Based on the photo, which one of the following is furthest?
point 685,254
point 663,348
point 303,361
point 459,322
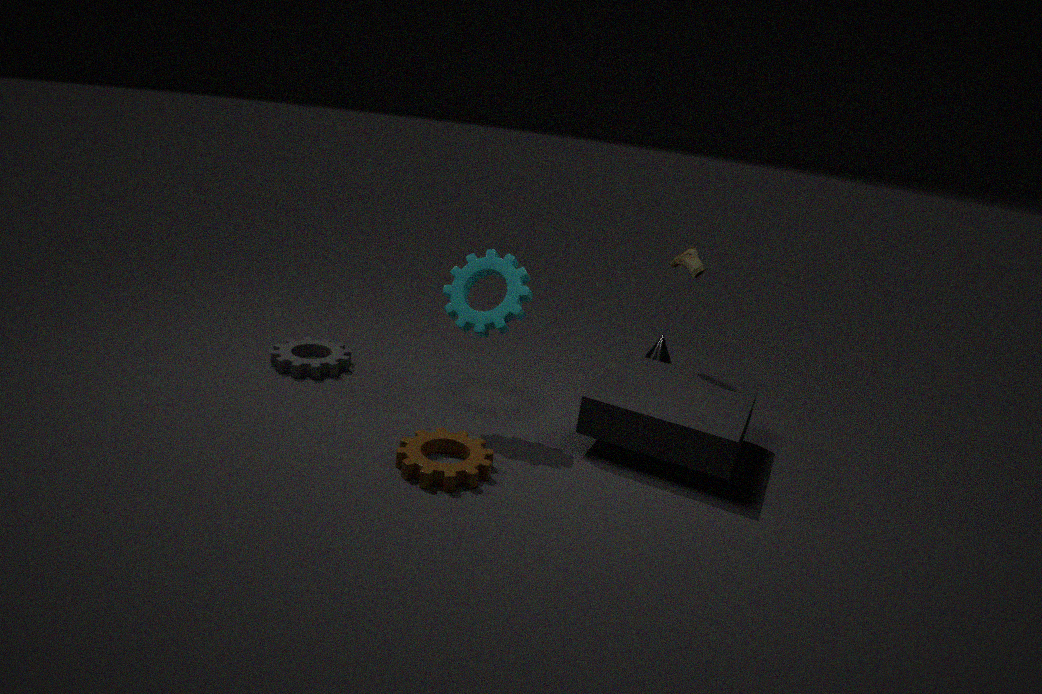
point 663,348
